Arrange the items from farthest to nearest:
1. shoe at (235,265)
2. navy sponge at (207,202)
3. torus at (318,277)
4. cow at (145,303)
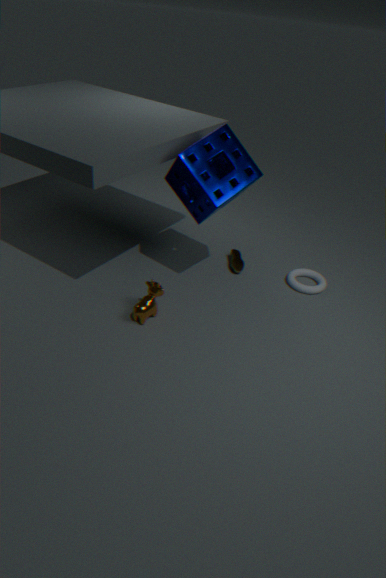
shoe at (235,265), torus at (318,277), cow at (145,303), navy sponge at (207,202)
